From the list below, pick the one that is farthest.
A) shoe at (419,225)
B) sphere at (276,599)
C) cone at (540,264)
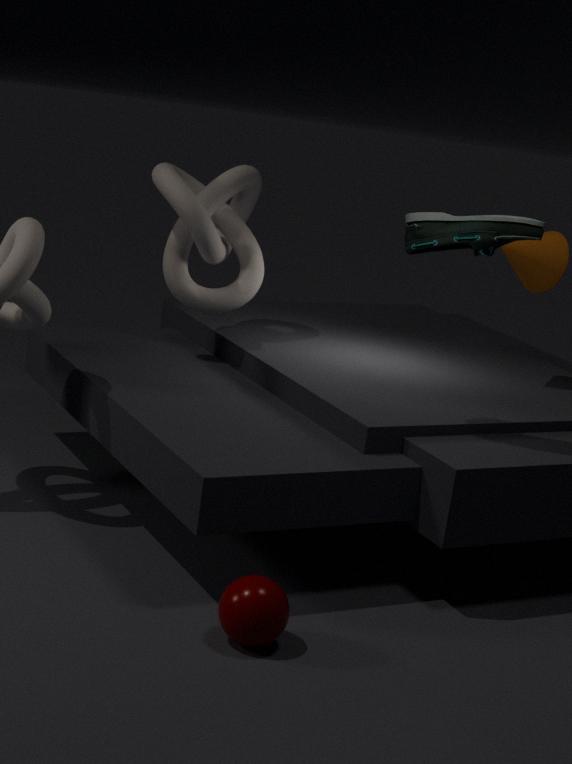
cone at (540,264)
